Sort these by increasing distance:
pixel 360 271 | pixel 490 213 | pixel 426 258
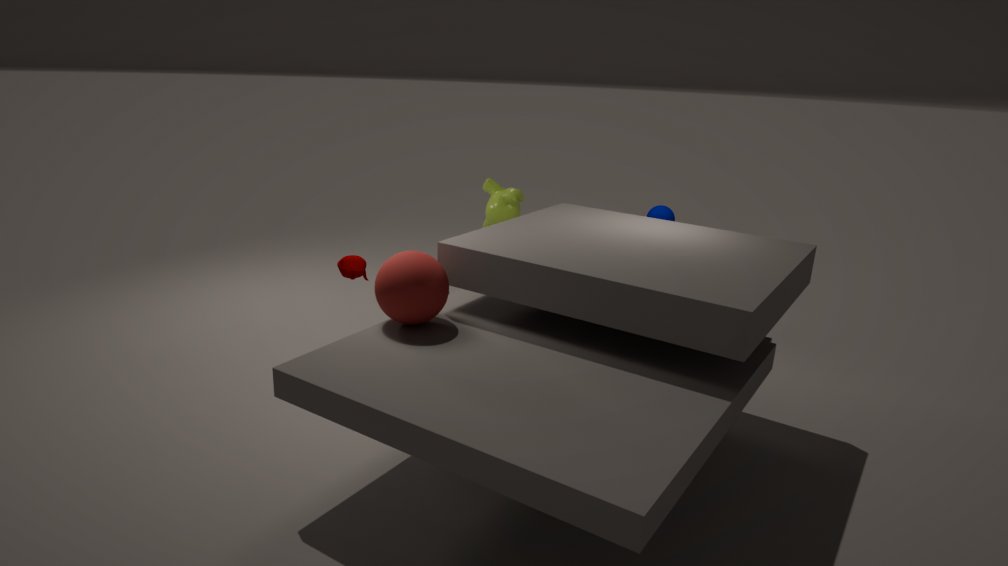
1. pixel 426 258
2. pixel 360 271
3. pixel 490 213
